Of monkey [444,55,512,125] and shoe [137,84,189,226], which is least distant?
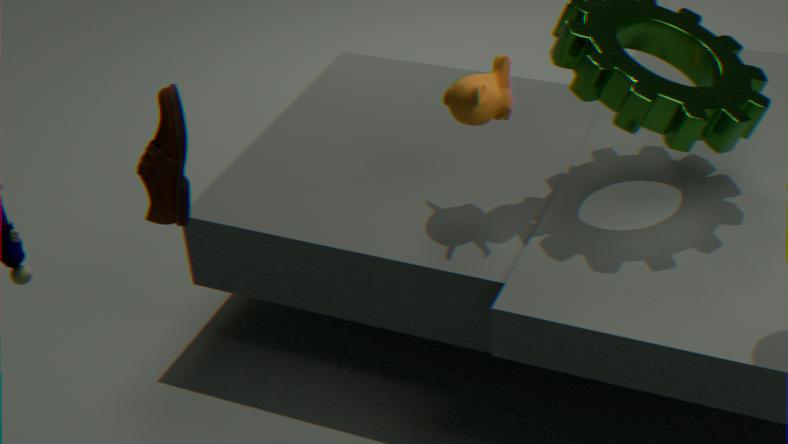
shoe [137,84,189,226]
